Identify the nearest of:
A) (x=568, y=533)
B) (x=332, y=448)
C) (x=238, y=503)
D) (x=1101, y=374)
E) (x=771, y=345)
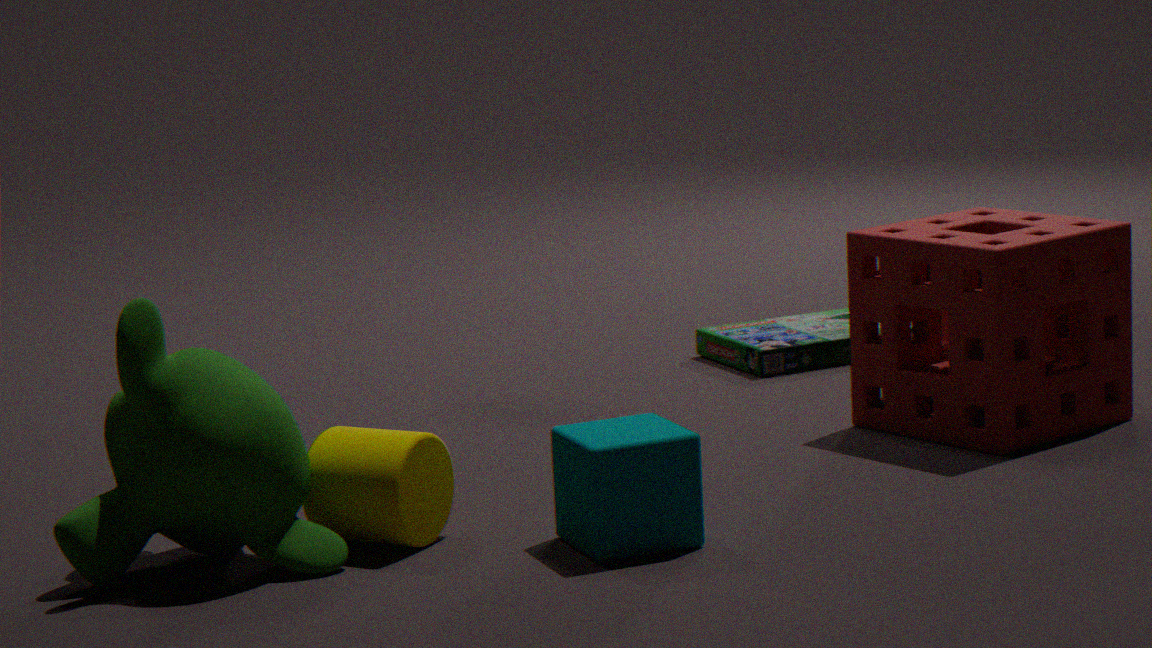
(x=238, y=503)
